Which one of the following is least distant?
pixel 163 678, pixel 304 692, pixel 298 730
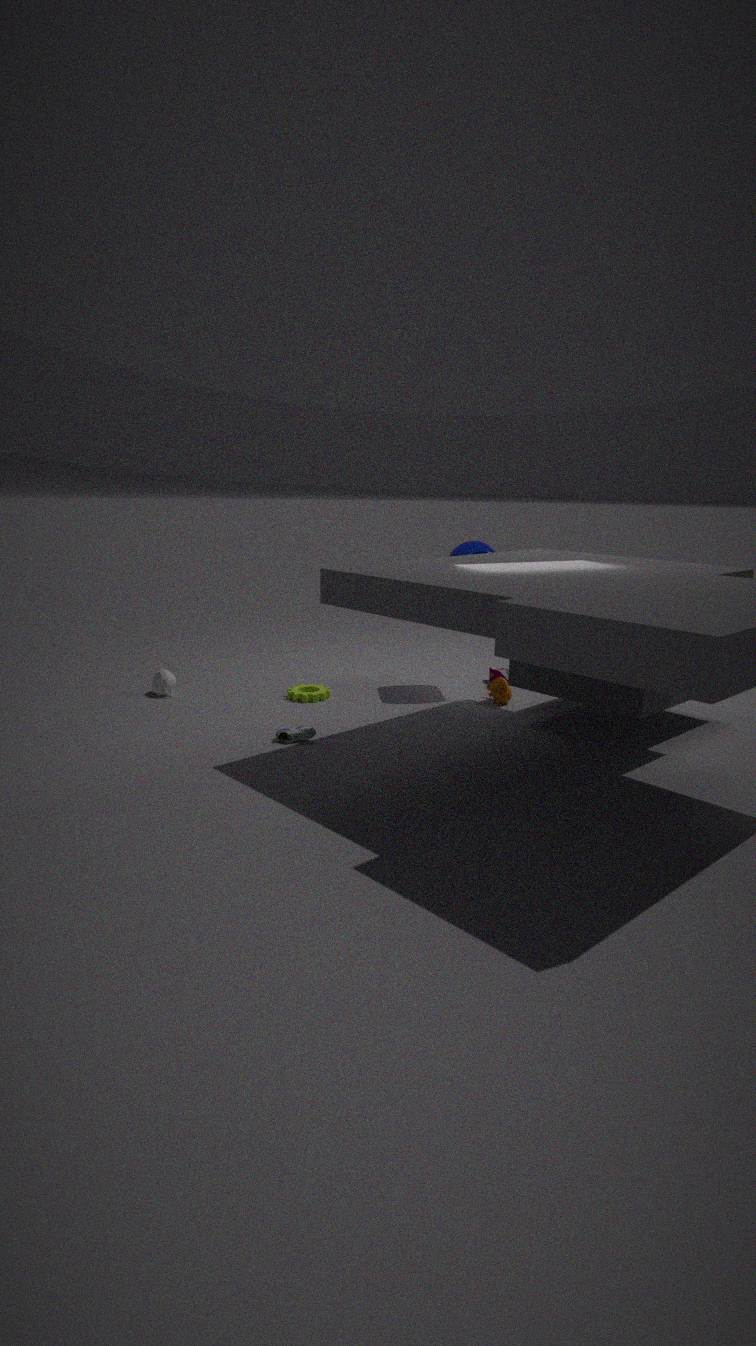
pixel 298 730
